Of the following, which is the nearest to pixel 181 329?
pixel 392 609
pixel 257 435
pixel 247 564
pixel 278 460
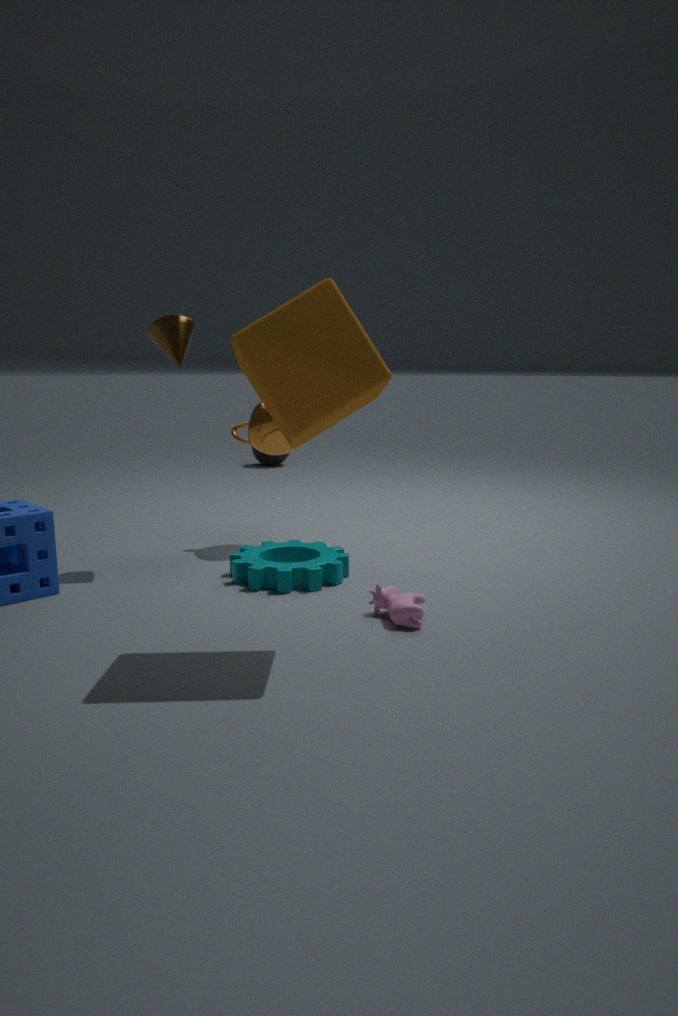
pixel 257 435
